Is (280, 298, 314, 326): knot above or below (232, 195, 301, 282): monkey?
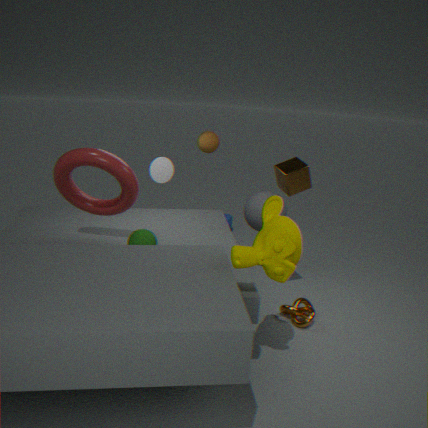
below
